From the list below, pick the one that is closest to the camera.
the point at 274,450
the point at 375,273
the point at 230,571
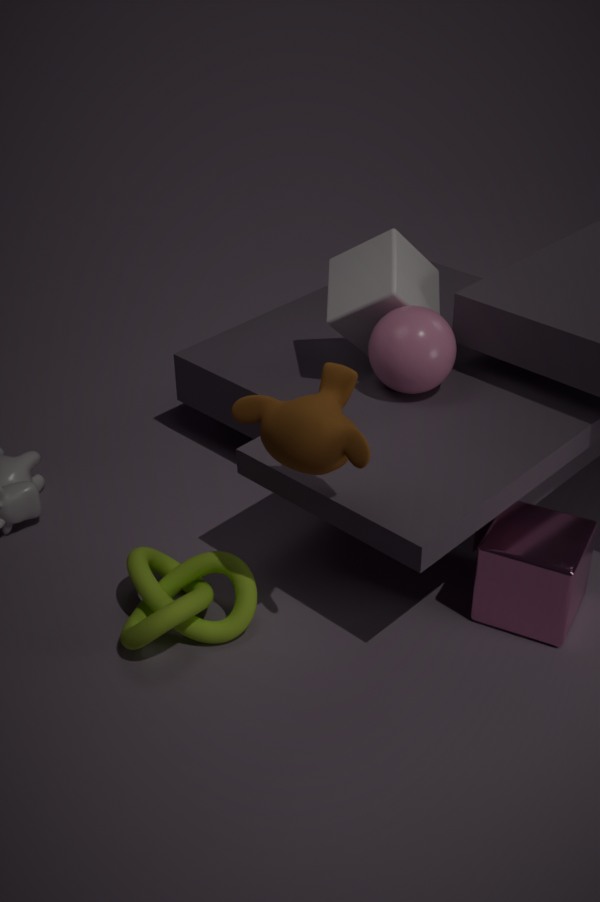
the point at 274,450
